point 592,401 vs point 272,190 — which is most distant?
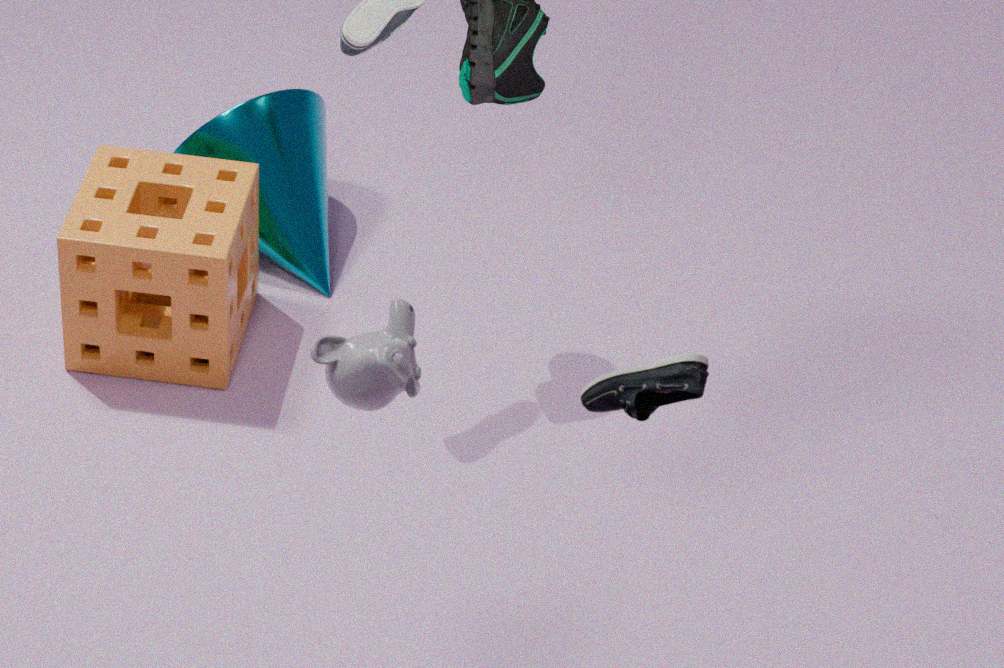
point 272,190
